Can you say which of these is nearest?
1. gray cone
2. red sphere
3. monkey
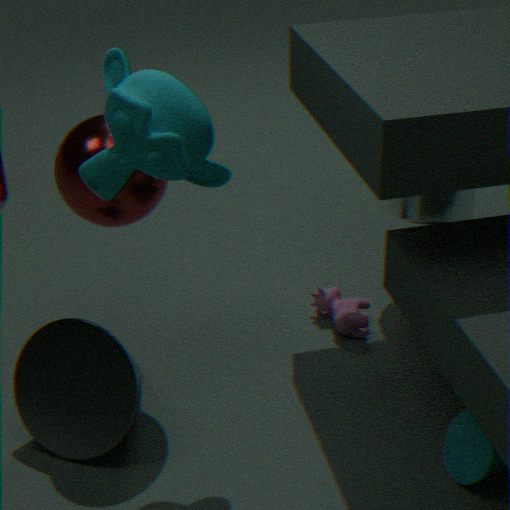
monkey
